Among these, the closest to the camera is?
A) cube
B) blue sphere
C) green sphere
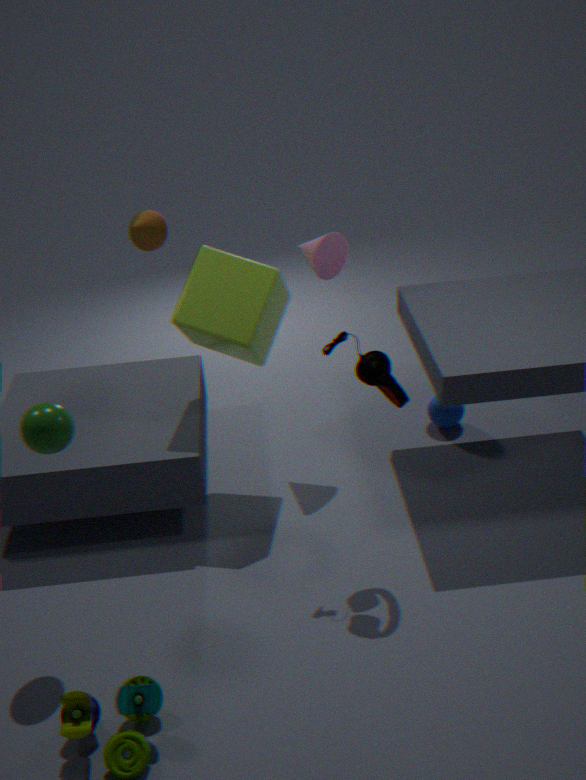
green sphere
